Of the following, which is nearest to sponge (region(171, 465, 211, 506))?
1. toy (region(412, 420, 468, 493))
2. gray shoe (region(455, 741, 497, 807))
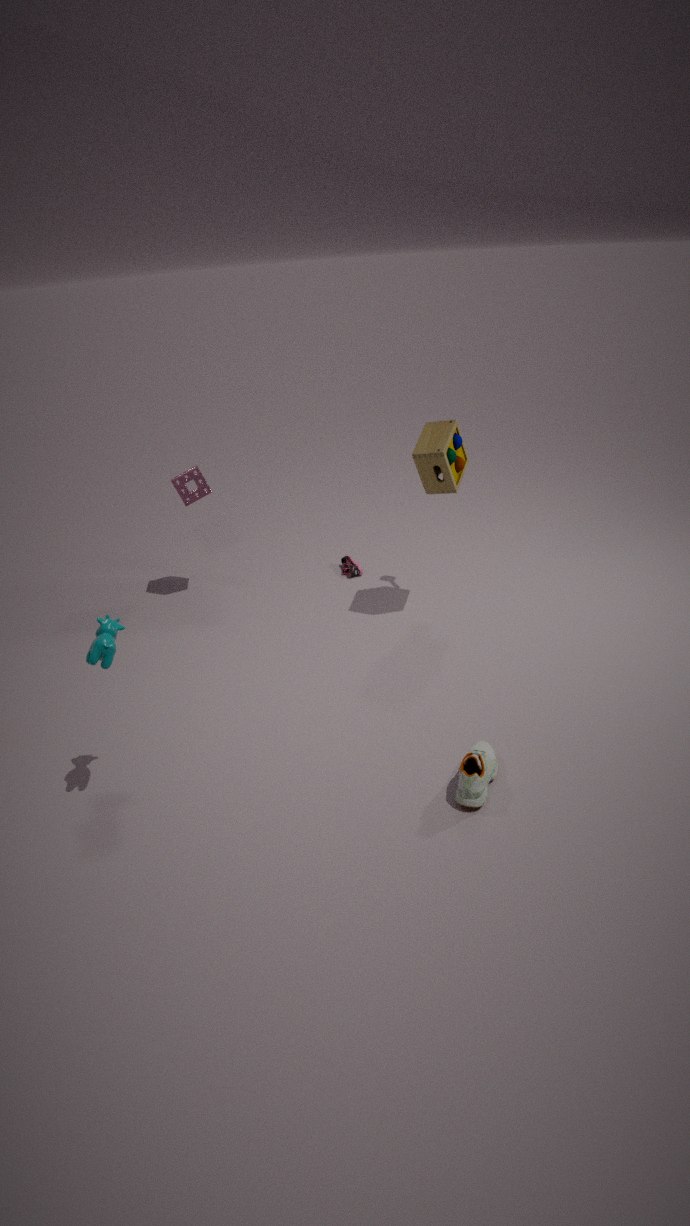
toy (region(412, 420, 468, 493))
